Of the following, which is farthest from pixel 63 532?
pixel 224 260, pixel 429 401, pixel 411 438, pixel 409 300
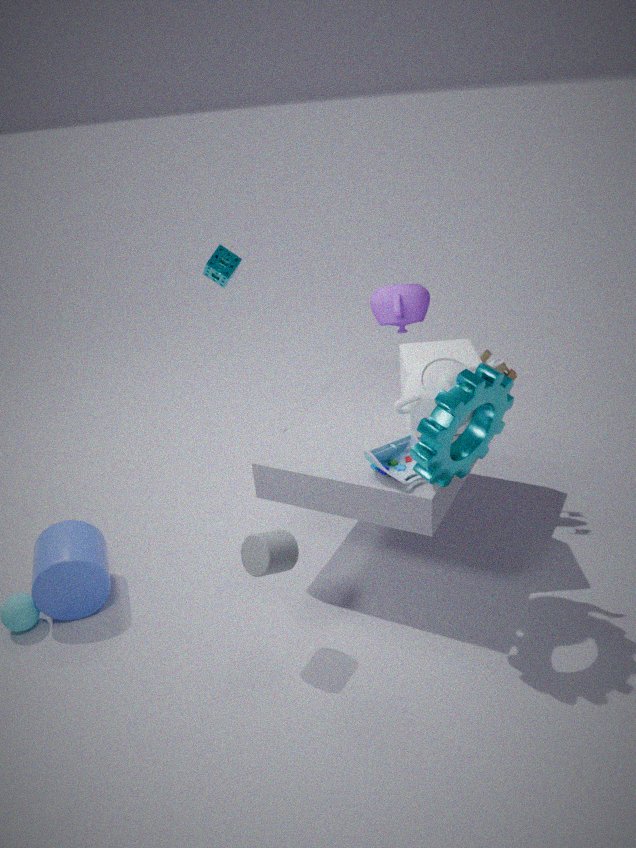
pixel 224 260
